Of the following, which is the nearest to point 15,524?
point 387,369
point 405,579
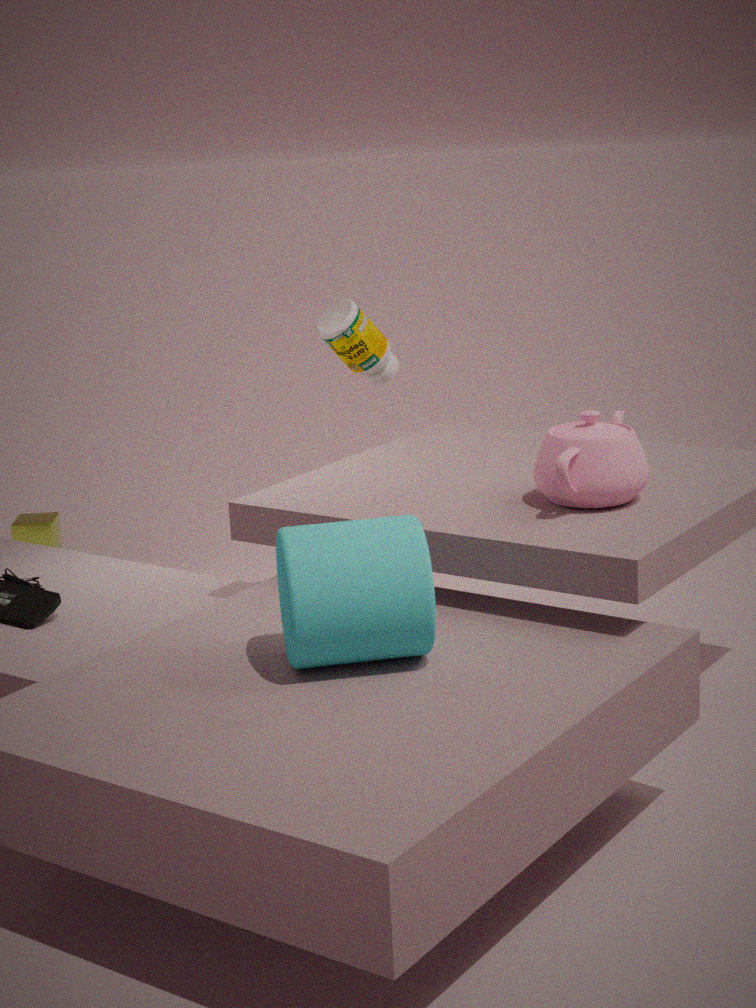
point 387,369
